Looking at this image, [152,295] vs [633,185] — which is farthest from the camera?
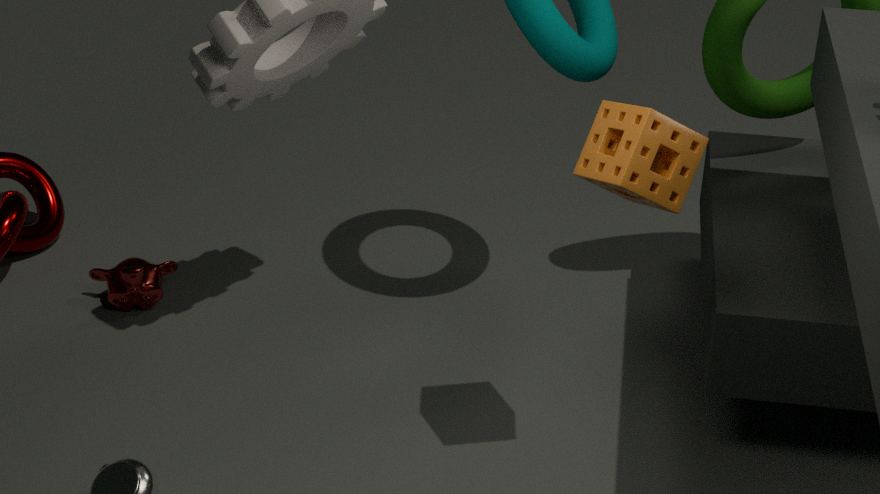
[152,295]
